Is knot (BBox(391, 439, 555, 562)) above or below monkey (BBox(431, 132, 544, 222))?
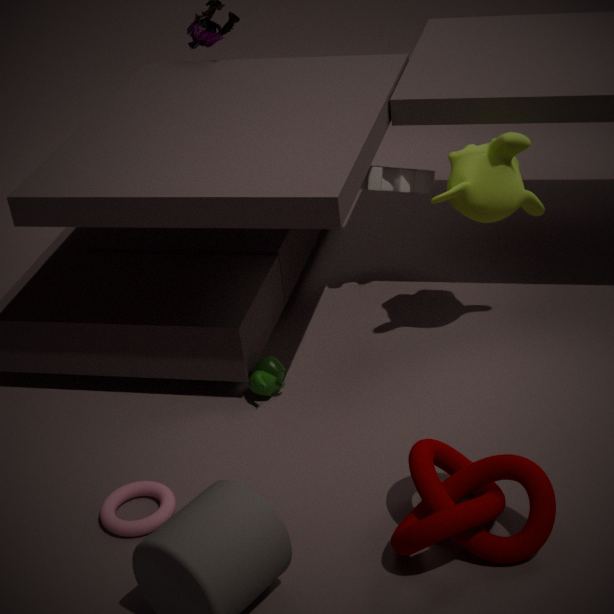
below
